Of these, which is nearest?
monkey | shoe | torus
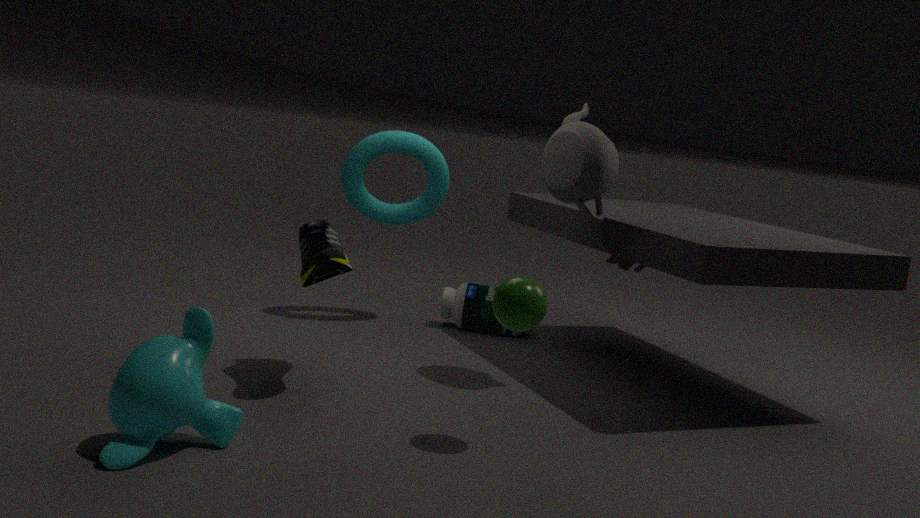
monkey
